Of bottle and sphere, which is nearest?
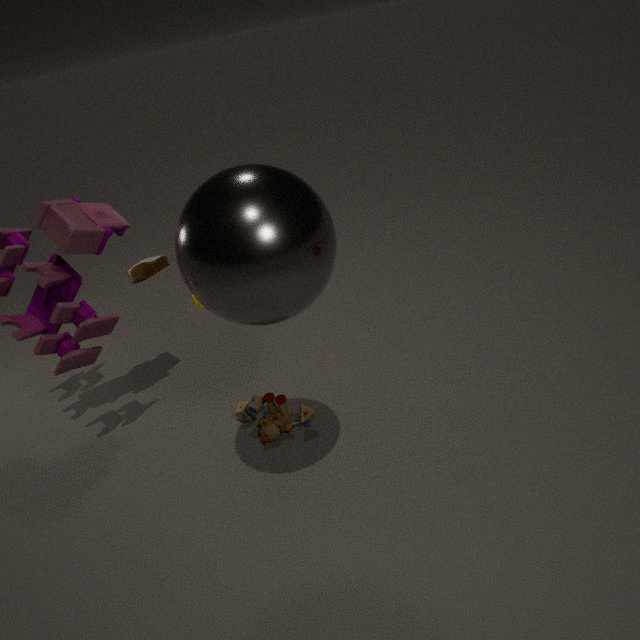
sphere
